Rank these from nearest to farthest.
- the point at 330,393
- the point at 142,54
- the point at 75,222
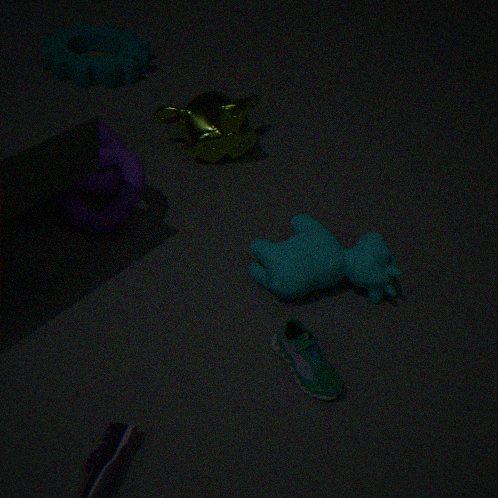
the point at 330,393
the point at 75,222
the point at 142,54
